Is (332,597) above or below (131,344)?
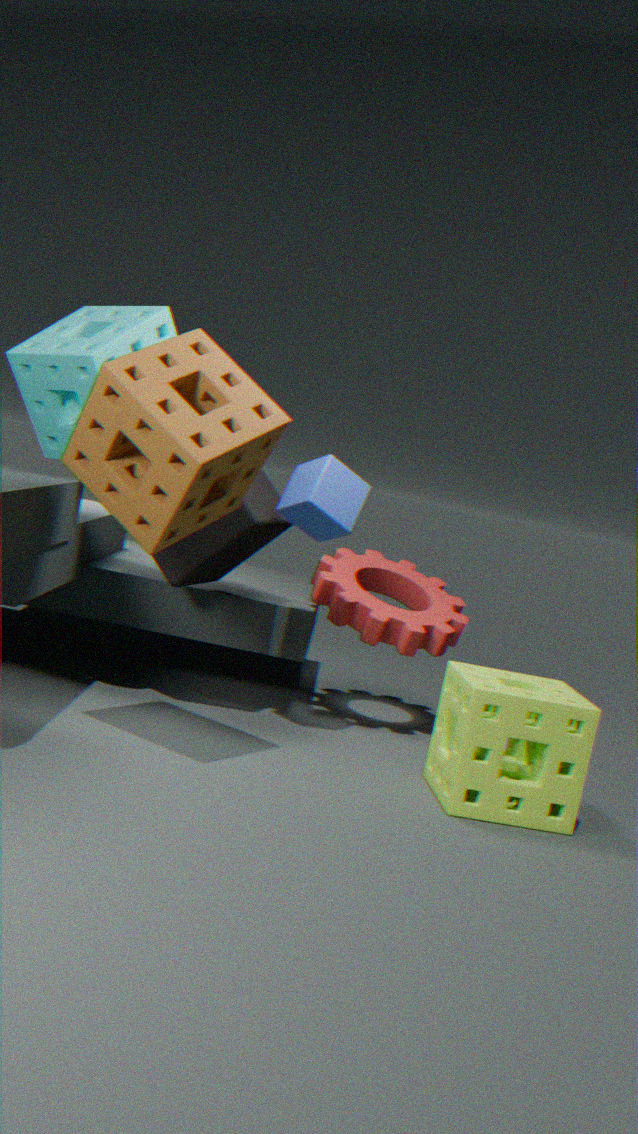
below
